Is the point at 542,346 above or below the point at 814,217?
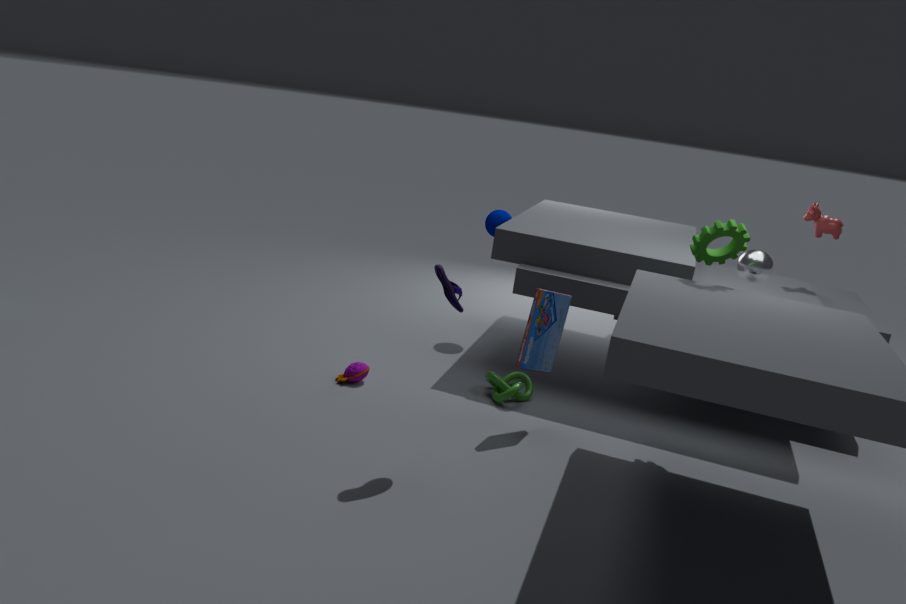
below
